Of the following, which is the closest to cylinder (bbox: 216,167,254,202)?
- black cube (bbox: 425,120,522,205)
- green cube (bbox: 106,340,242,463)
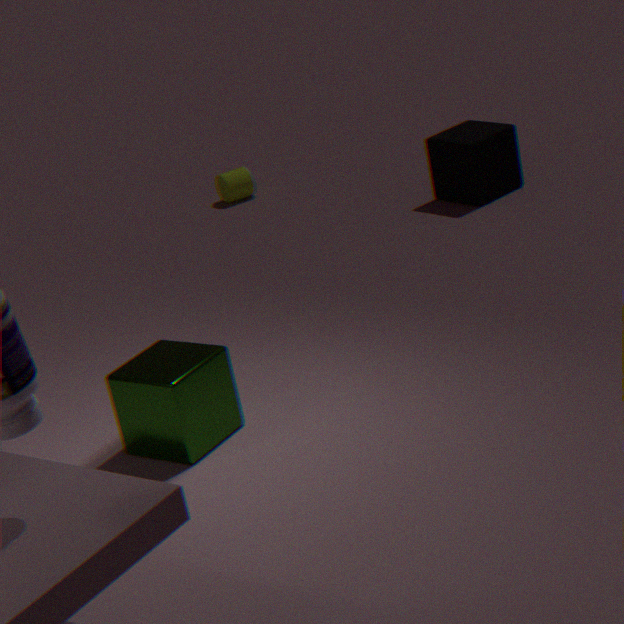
black cube (bbox: 425,120,522,205)
